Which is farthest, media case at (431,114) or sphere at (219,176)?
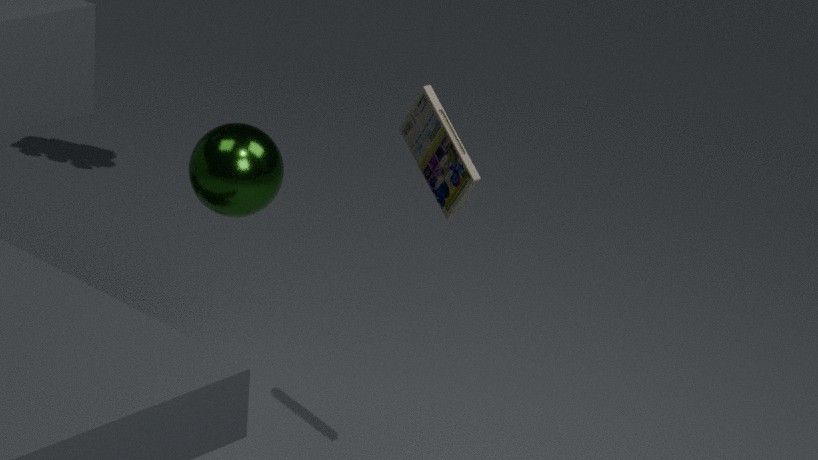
sphere at (219,176)
